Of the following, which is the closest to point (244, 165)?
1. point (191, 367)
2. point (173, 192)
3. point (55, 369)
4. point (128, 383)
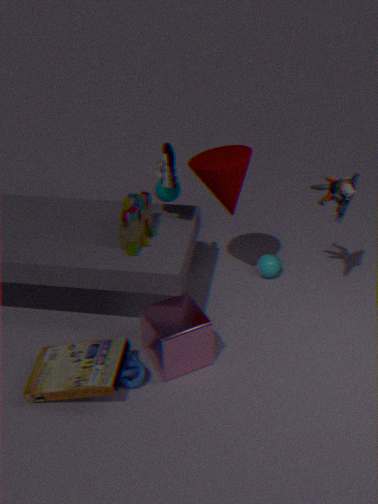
point (173, 192)
